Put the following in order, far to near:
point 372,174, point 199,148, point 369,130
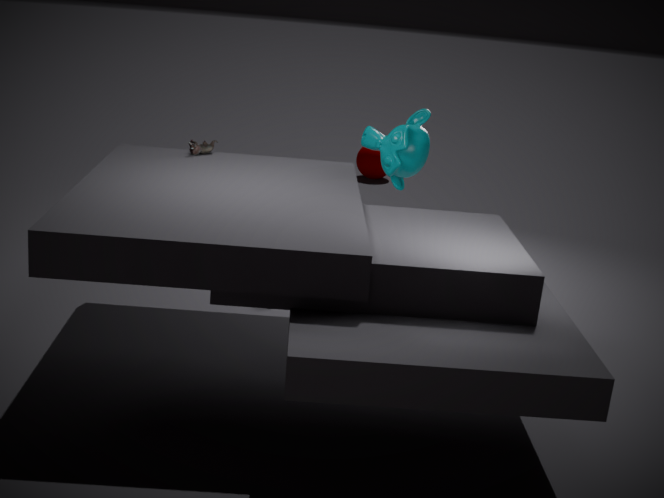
point 372,174 < point 369,130 < point 199,148
